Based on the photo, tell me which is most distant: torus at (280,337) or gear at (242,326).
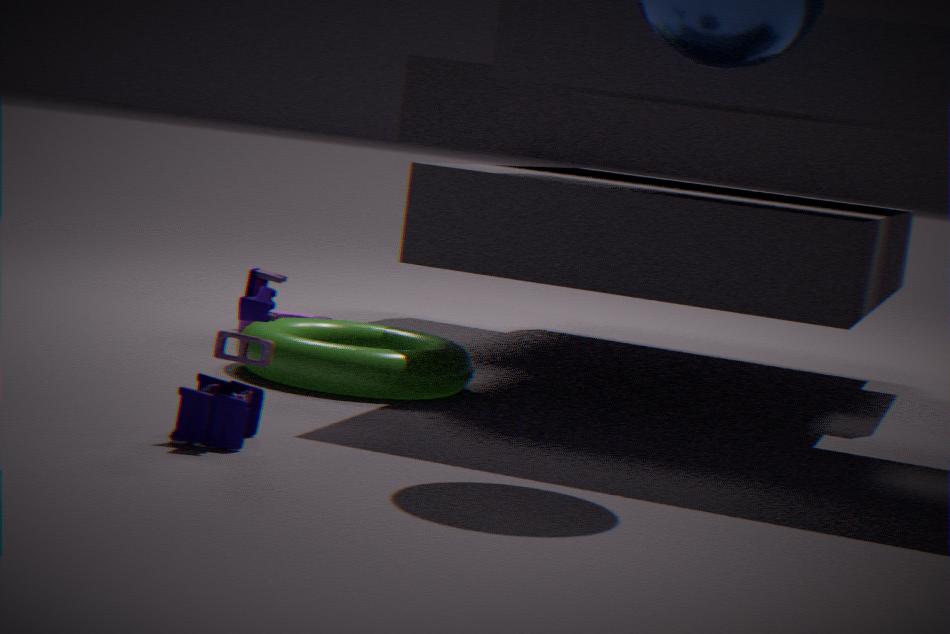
gear at (242,326)
